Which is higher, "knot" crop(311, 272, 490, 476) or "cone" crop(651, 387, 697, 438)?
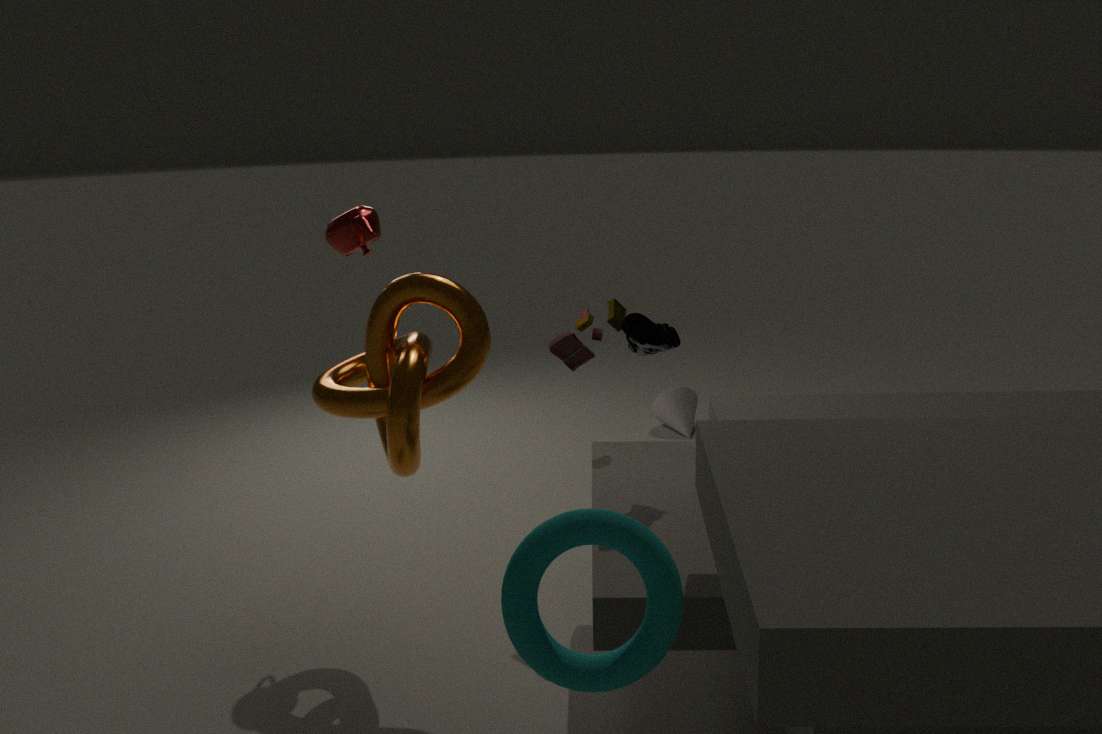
"knot" crop(311, 272, 490, 476)
